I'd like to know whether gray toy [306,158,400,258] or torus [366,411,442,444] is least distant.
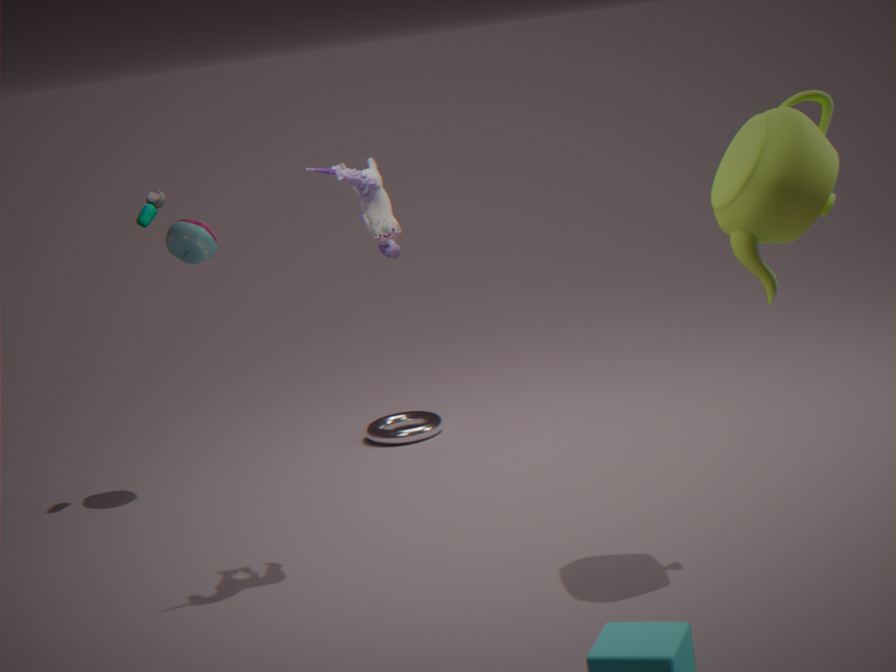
gray toy [306,158,400,258]
